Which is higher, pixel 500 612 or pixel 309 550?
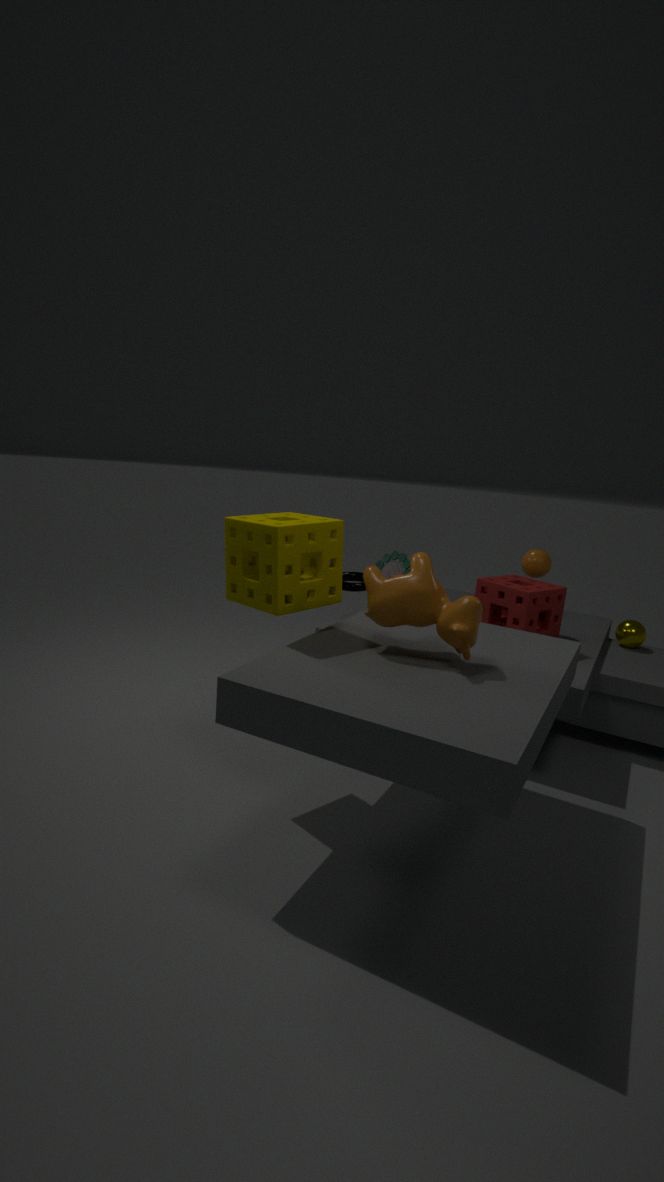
pixel 309 550
